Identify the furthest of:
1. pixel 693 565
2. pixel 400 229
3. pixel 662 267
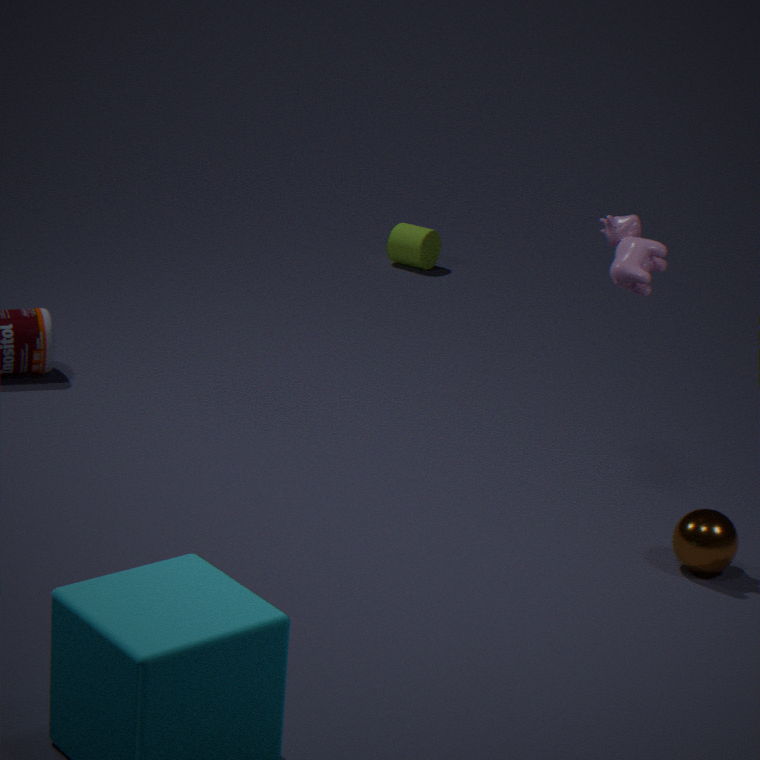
pixel 400 229
